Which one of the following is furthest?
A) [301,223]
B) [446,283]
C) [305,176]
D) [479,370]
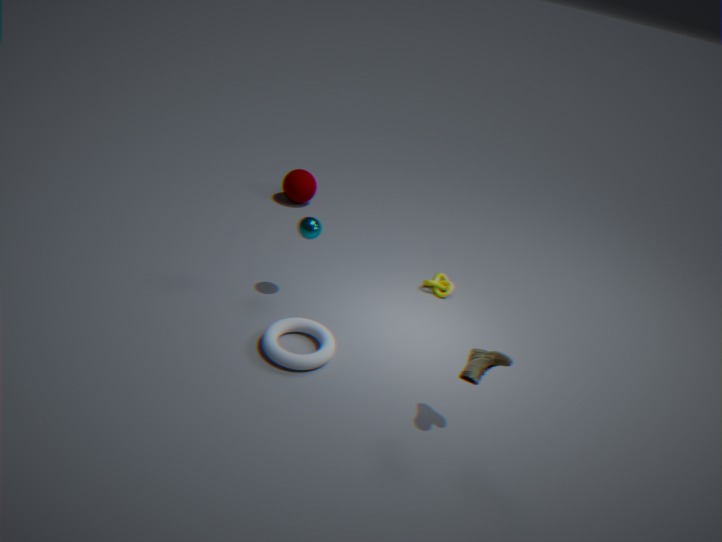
[305,176]
